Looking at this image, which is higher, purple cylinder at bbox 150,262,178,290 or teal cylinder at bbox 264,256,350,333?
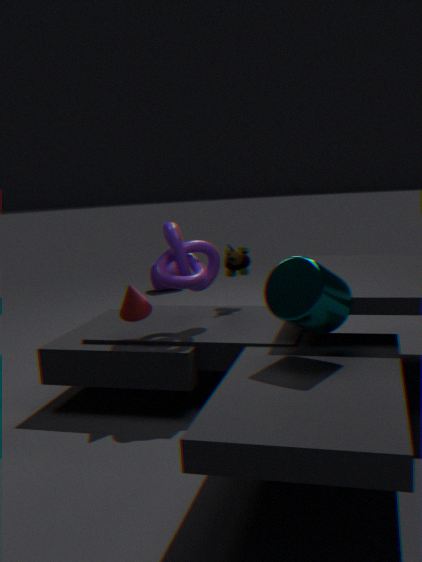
teal cylinder at bbox 264,256,350,333
